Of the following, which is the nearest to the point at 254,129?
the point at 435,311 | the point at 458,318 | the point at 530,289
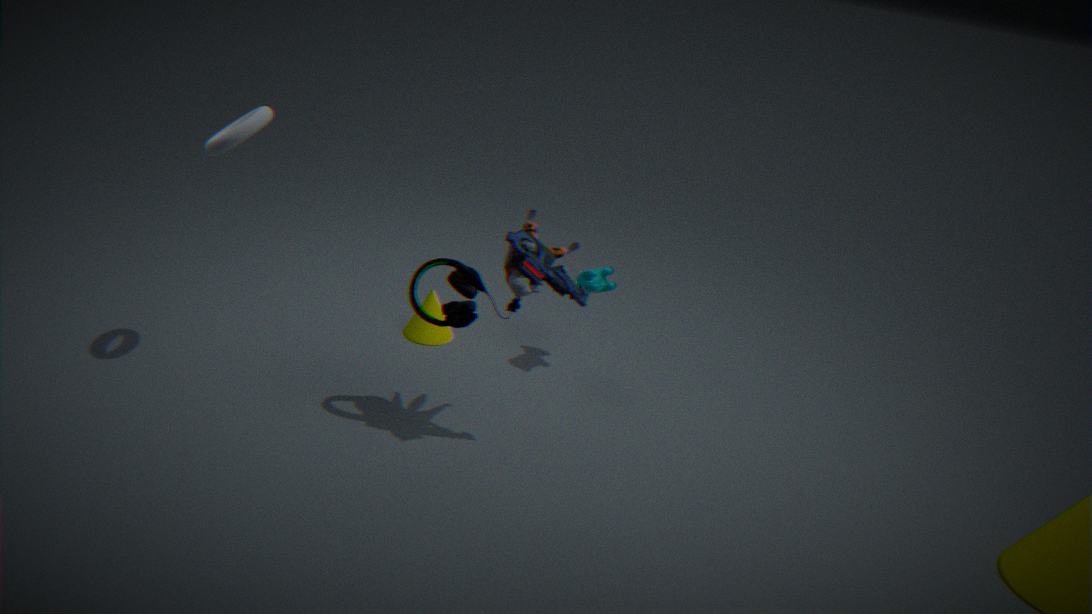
the point at 458,318
